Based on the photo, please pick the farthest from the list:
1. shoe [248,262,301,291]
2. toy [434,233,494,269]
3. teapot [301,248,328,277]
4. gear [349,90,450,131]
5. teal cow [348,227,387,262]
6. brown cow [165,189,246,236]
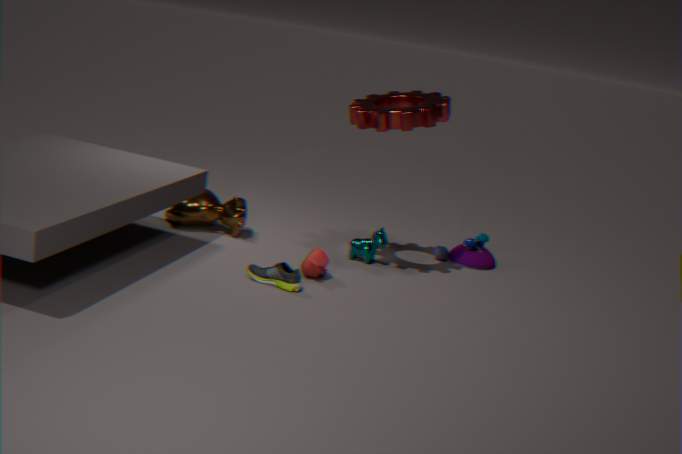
toy [434,233,494,269]
